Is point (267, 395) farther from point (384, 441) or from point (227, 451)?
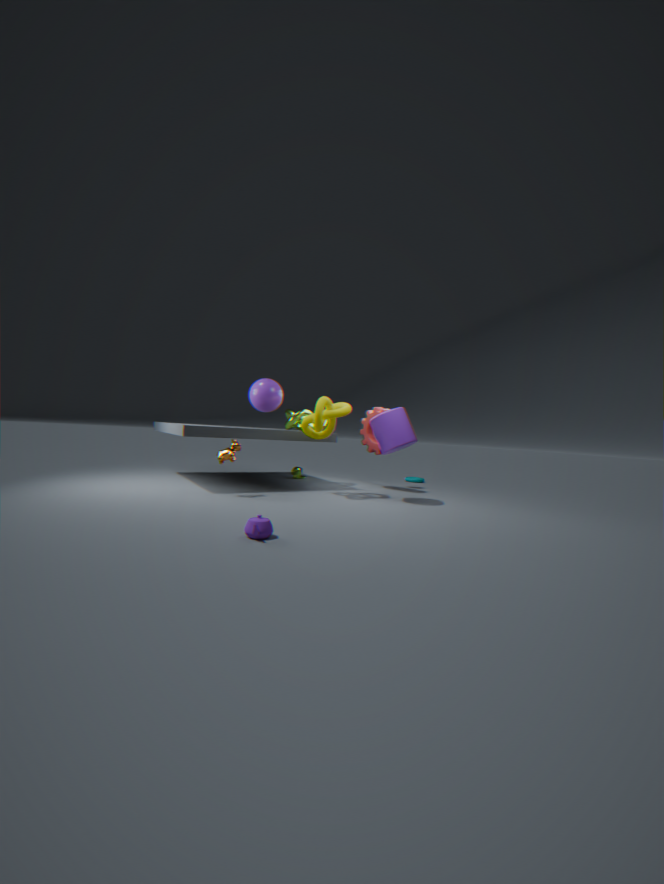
point (384, 441)
